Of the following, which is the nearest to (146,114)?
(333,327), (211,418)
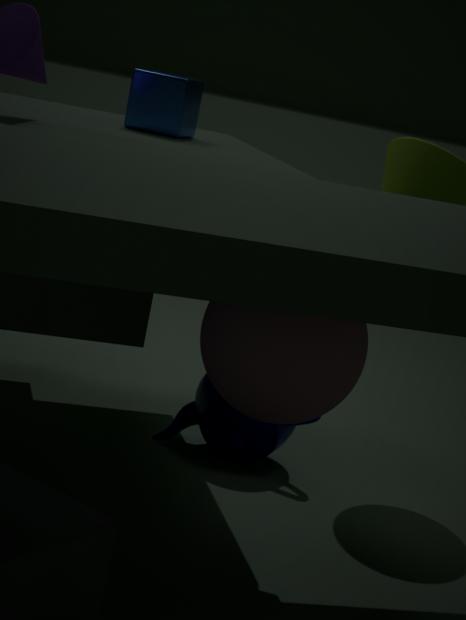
(211,418)
